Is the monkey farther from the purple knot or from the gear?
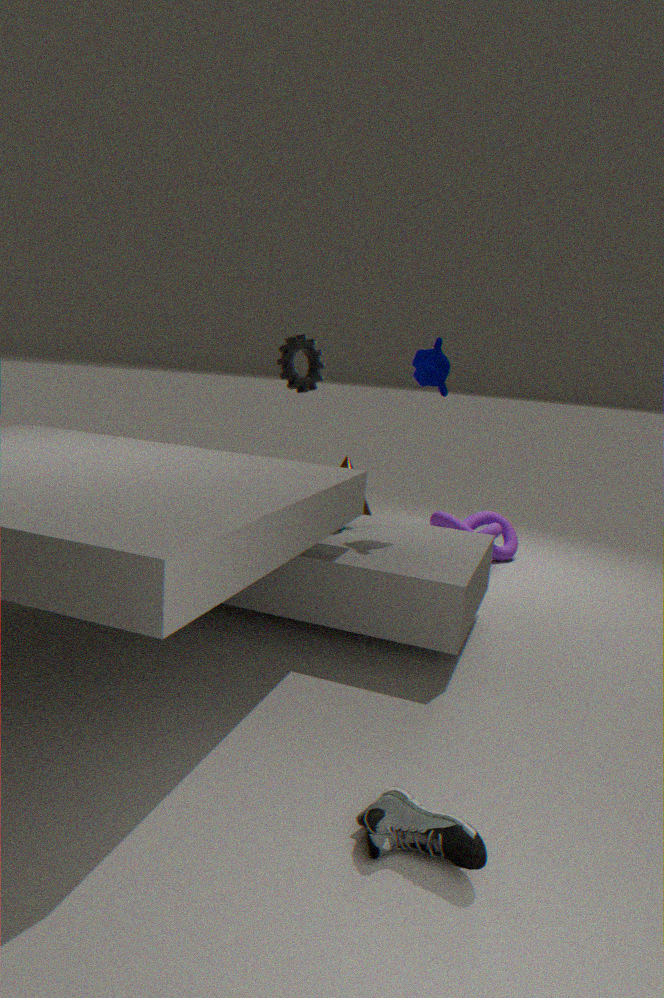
the purple knot
